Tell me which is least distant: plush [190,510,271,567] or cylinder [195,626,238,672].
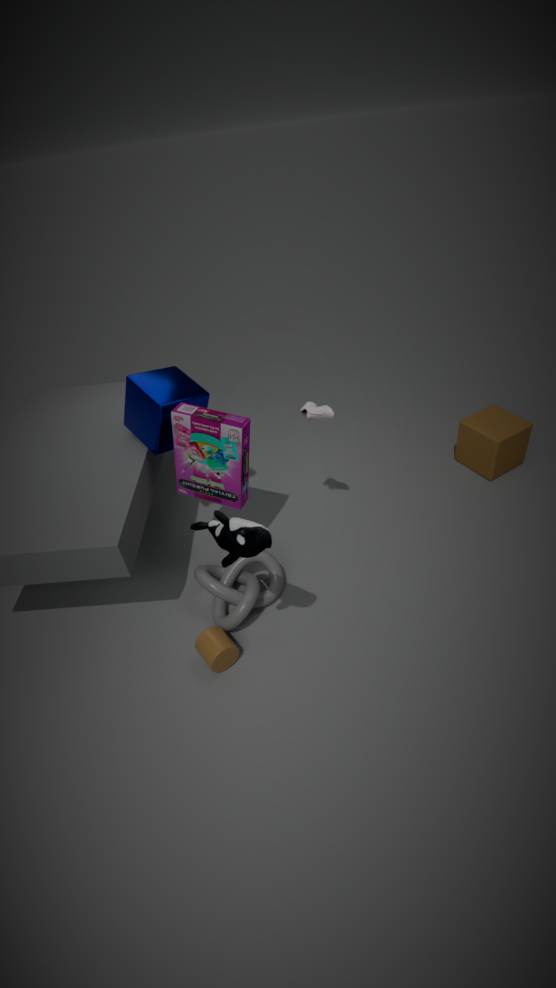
plush [190,510,271,567]
